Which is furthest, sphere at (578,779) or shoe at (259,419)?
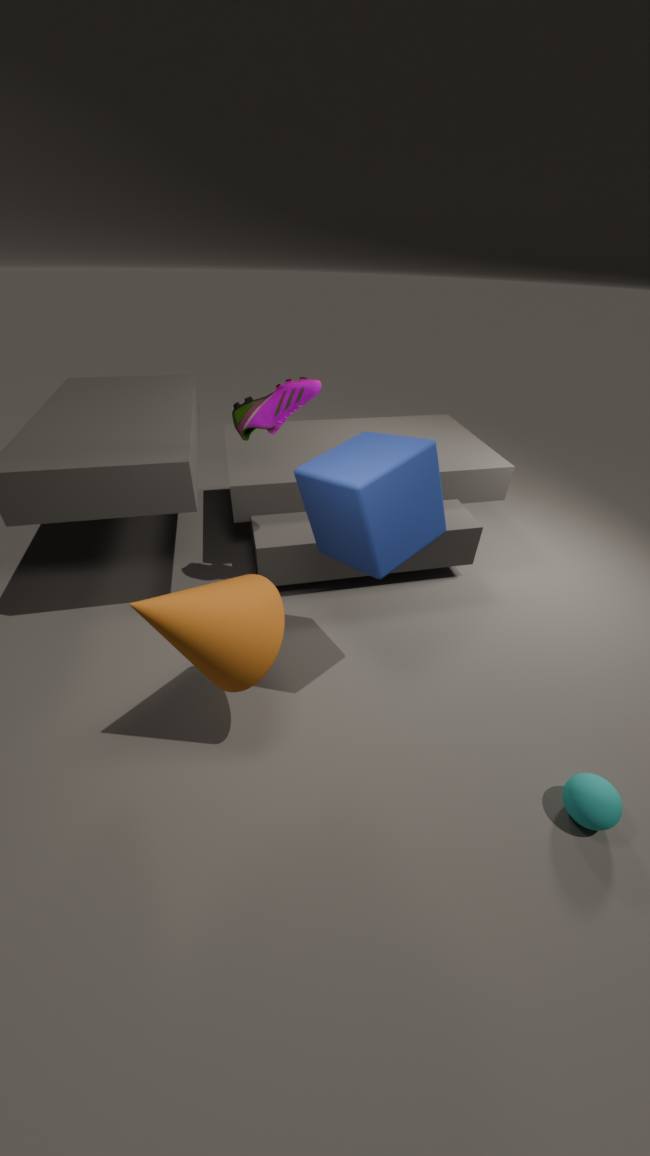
shoe at (259,419)
